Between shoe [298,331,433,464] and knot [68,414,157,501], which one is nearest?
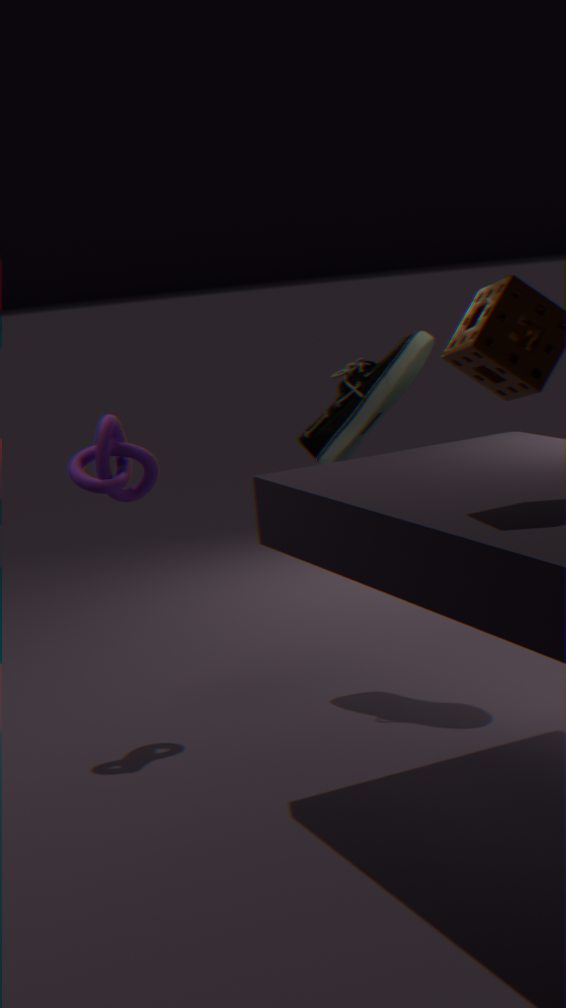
knot [68,414,157,501]
